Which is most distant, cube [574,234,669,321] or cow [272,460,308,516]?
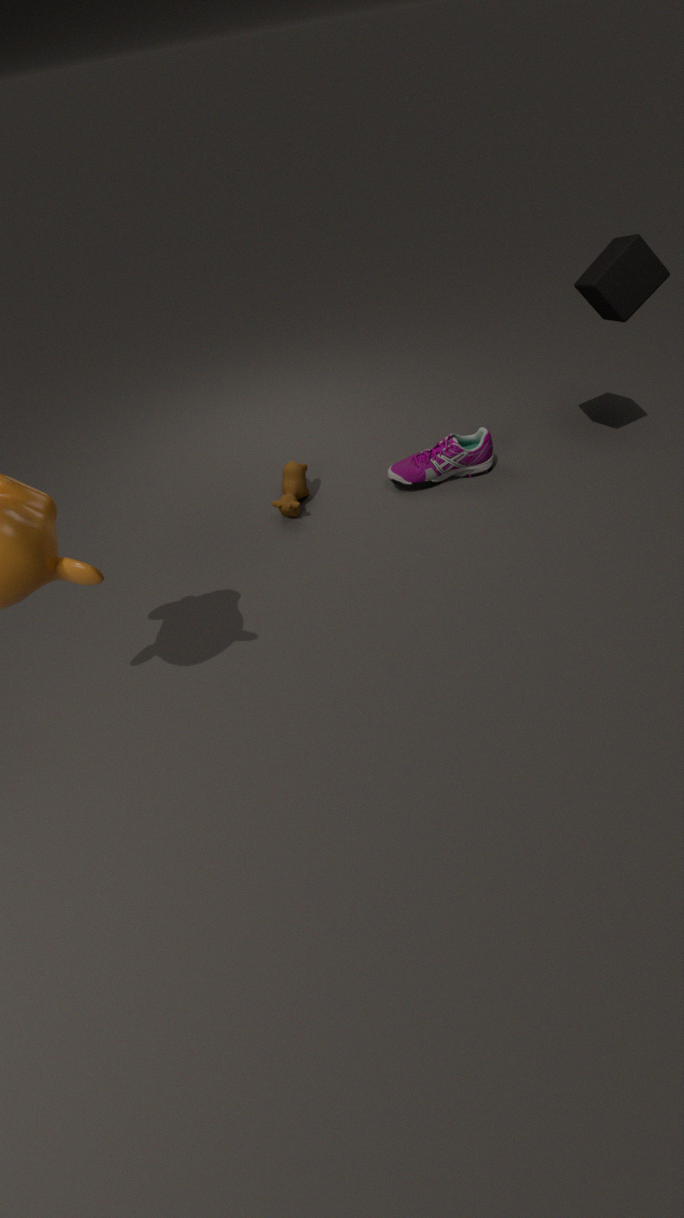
cow [272,460,308,516]
